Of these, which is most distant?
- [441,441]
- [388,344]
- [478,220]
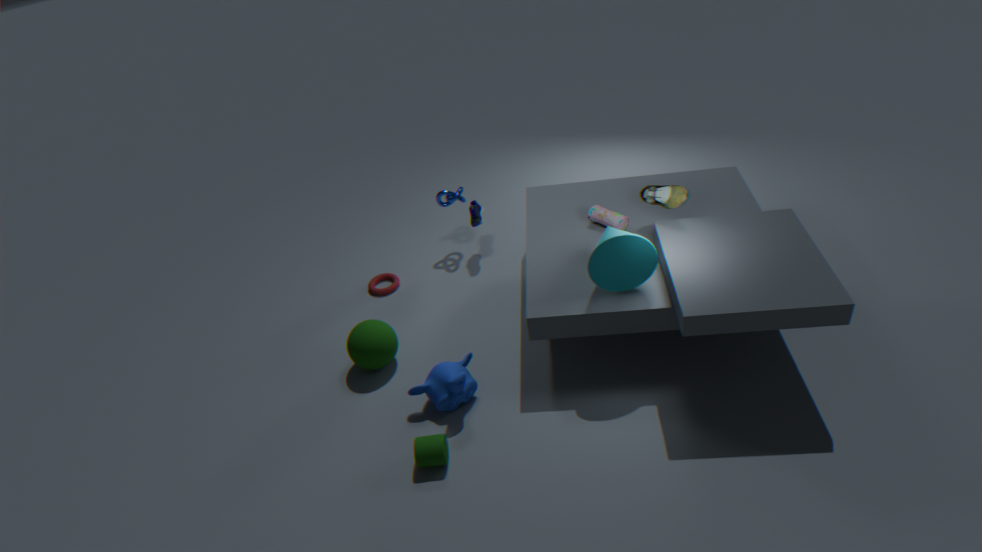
[478,220]
